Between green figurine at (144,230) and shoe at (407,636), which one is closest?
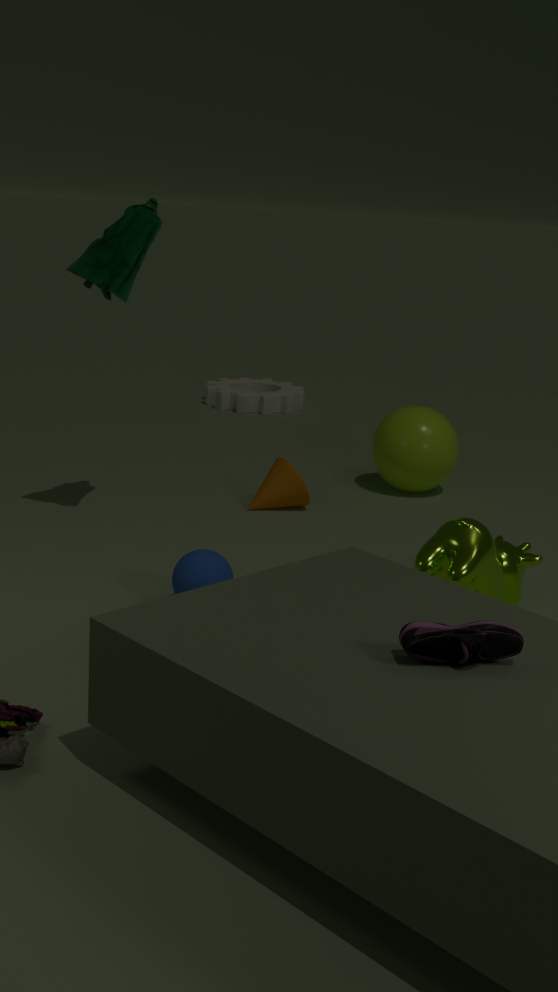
shoe at (407,636)
